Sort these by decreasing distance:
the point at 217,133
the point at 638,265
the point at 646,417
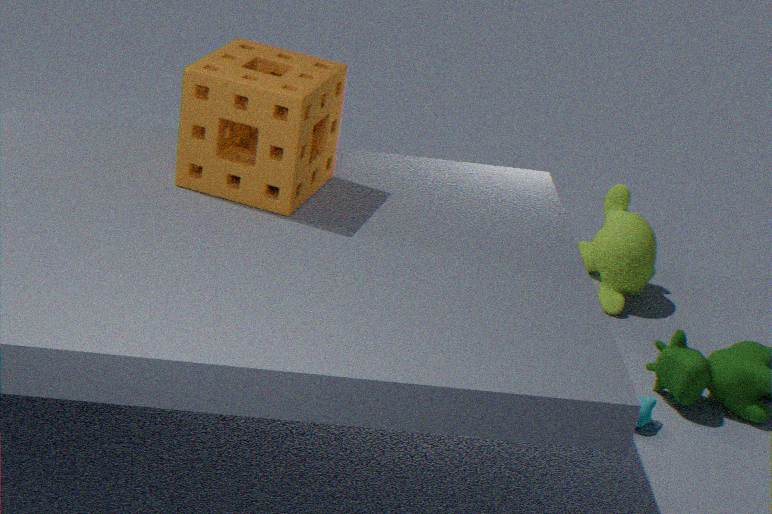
1. the point at 638,265
2. the point at 646,417
3. the point at 217,133
